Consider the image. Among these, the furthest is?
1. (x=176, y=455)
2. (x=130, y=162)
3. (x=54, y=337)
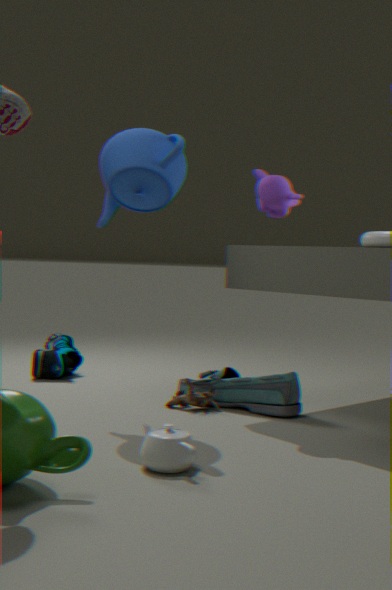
(x=54, y=337)
